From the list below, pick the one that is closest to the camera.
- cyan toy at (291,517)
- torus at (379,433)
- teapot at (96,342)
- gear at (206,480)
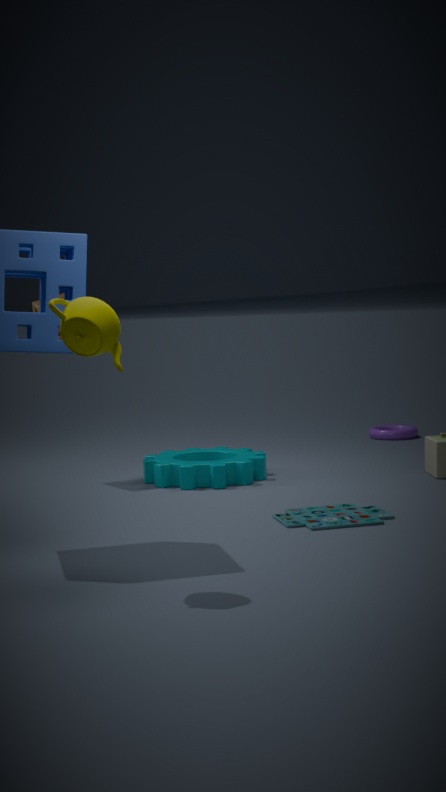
teapot at (96,342)
